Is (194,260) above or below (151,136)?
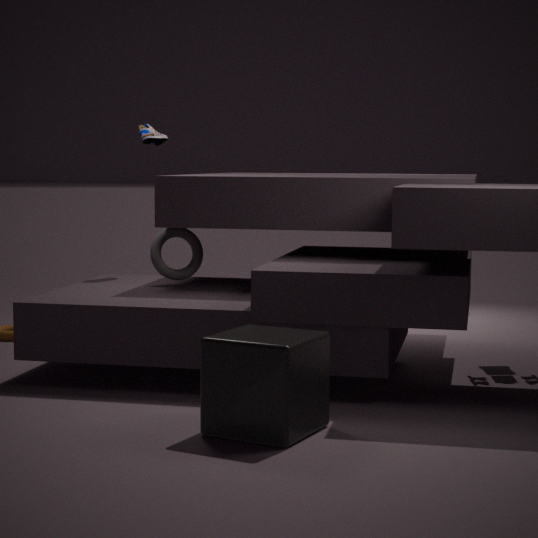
below
